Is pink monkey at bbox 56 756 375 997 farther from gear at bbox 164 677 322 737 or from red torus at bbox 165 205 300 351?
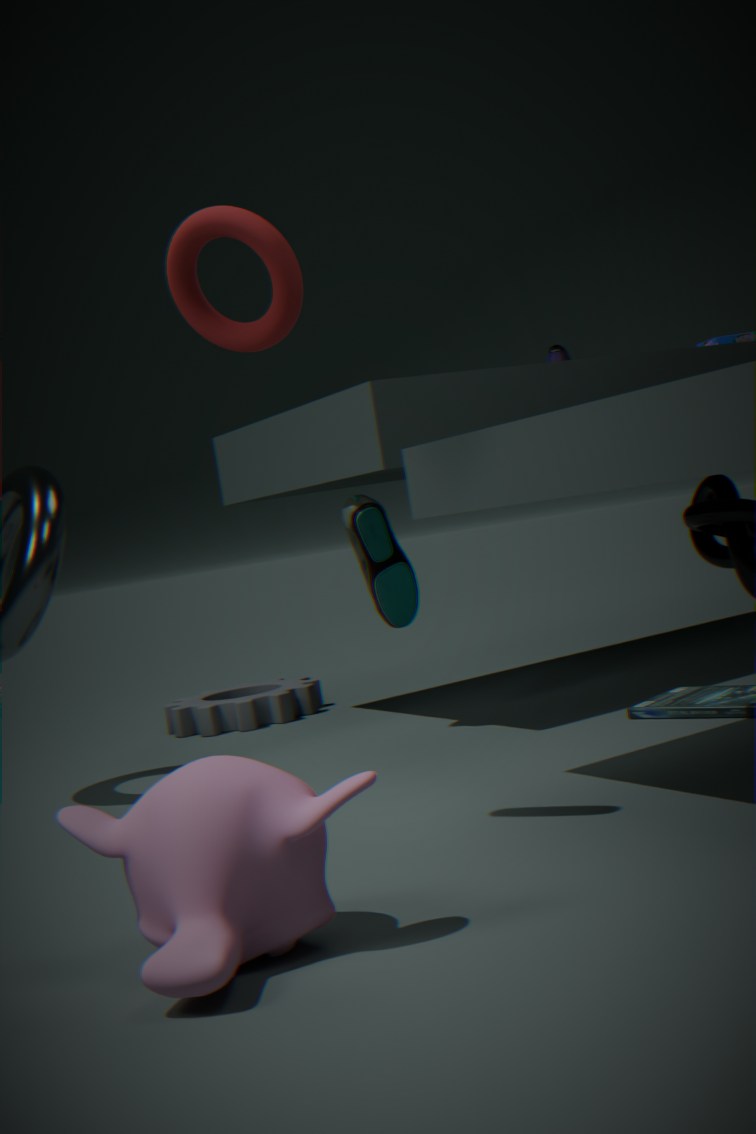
gear at bbox 164 677 322 737
